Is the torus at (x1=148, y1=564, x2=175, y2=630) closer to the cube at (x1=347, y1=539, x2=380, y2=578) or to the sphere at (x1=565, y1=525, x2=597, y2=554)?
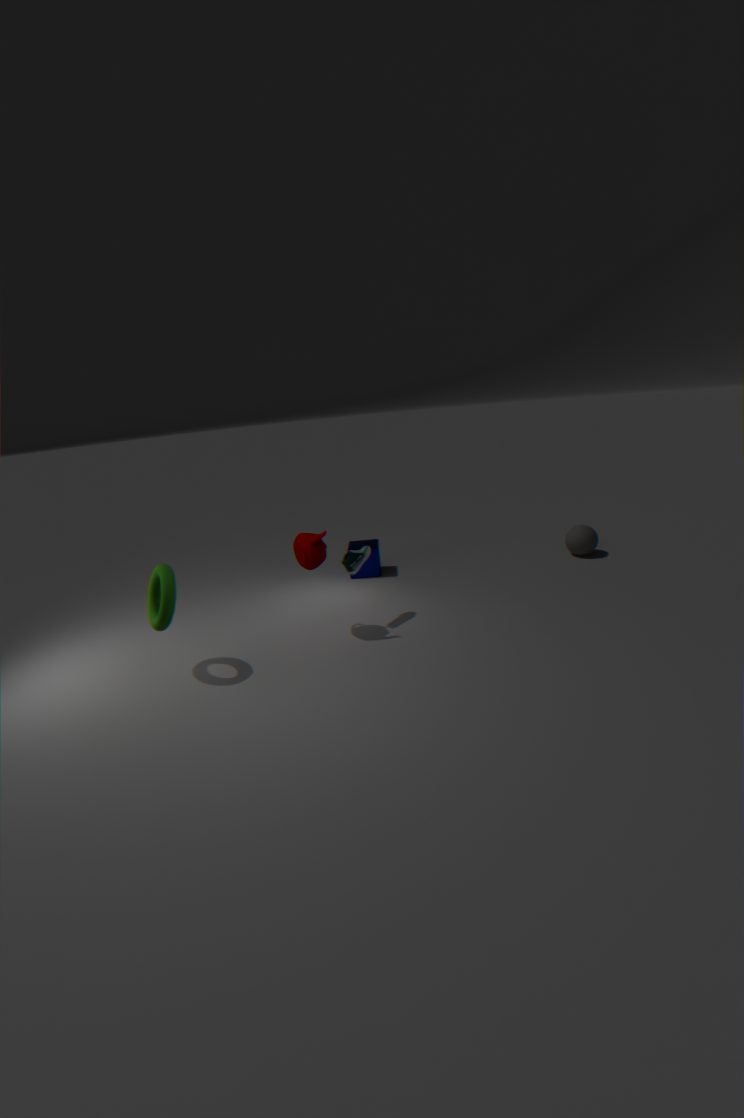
the cube at (x1=347, y1=539, x2=380, y2=578)
